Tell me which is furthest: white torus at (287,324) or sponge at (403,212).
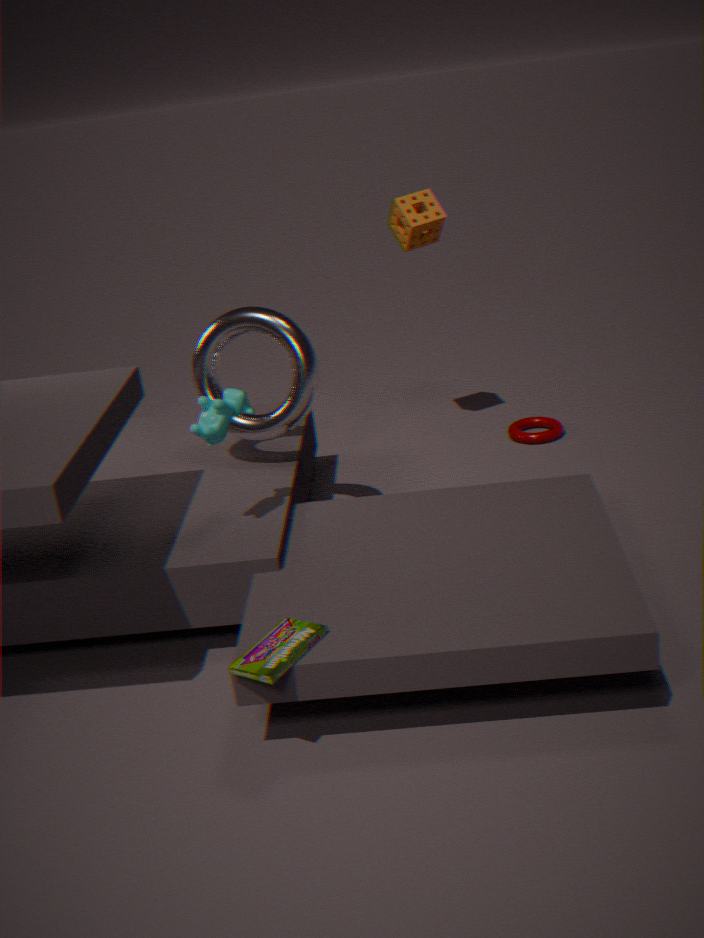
sponge at (403,212)
